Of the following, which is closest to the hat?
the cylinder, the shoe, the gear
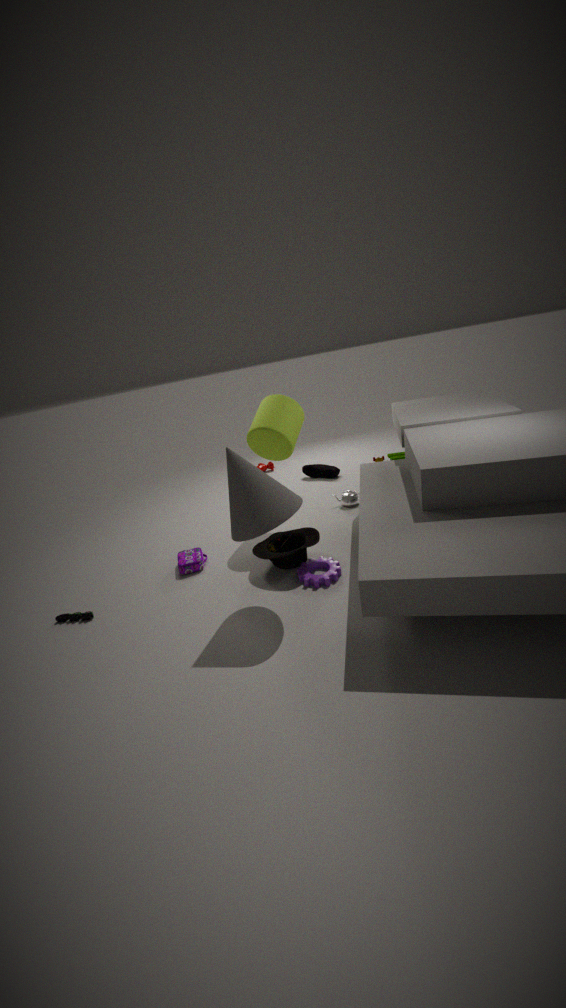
the gear
